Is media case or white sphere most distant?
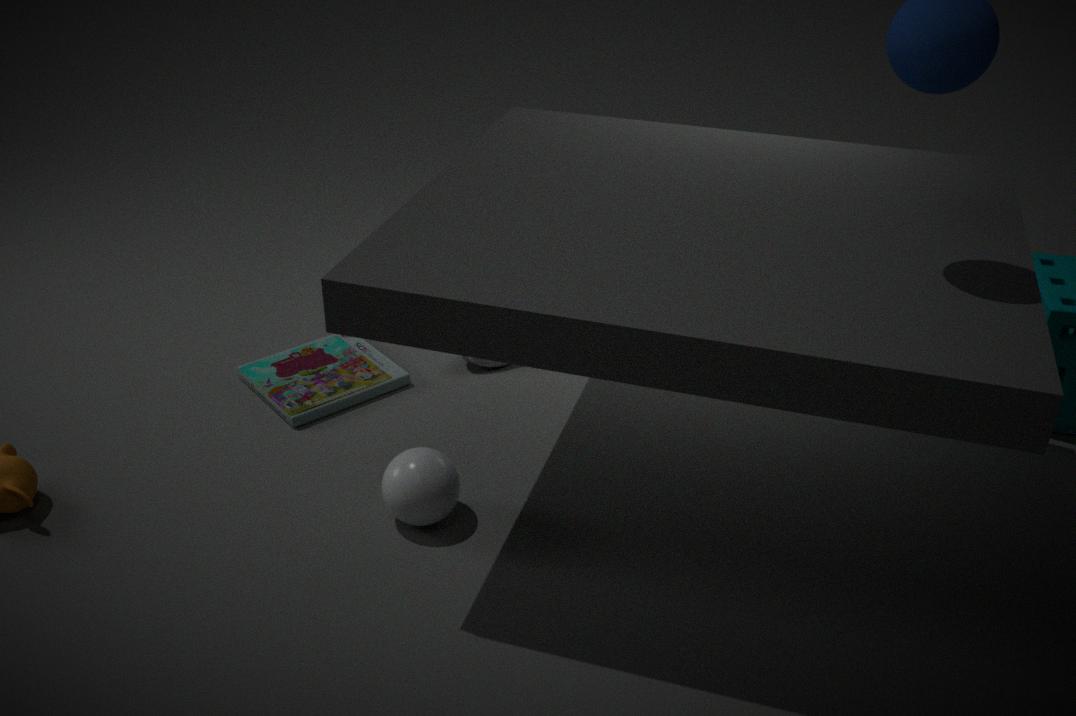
media case
